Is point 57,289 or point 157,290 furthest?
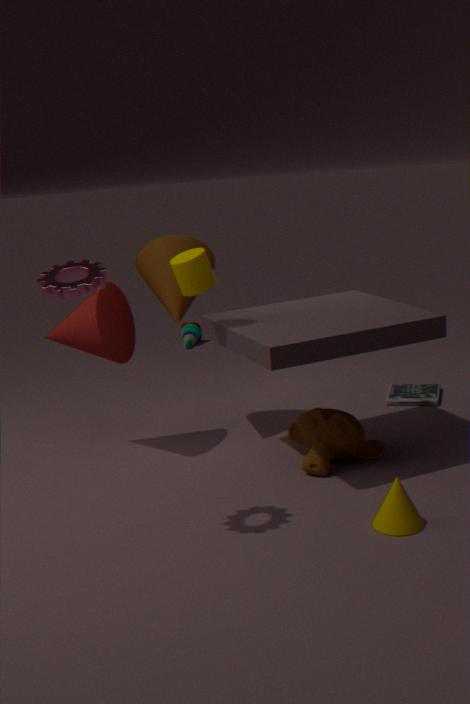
point 157,290
